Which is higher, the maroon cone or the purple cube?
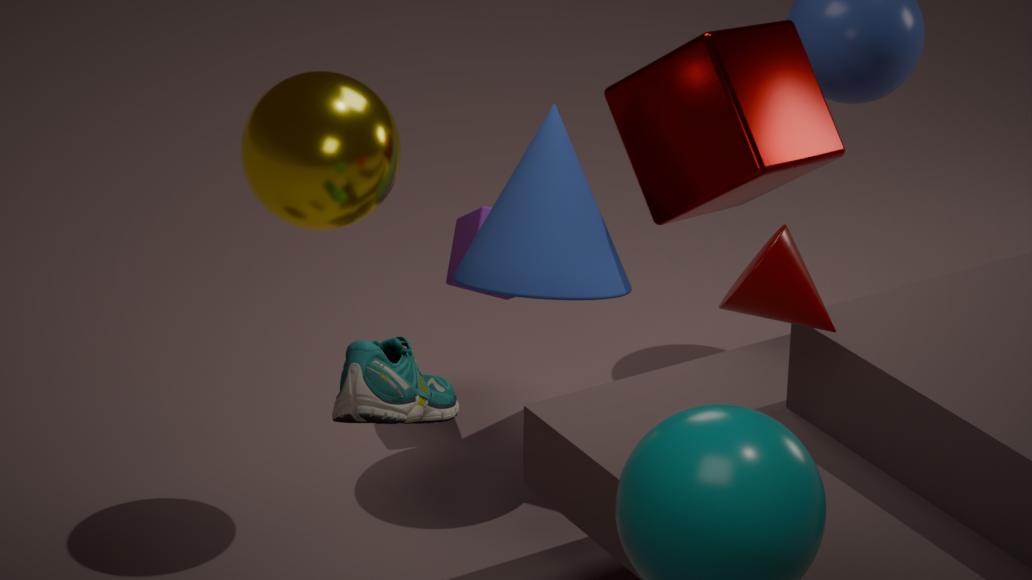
the maroon cone
